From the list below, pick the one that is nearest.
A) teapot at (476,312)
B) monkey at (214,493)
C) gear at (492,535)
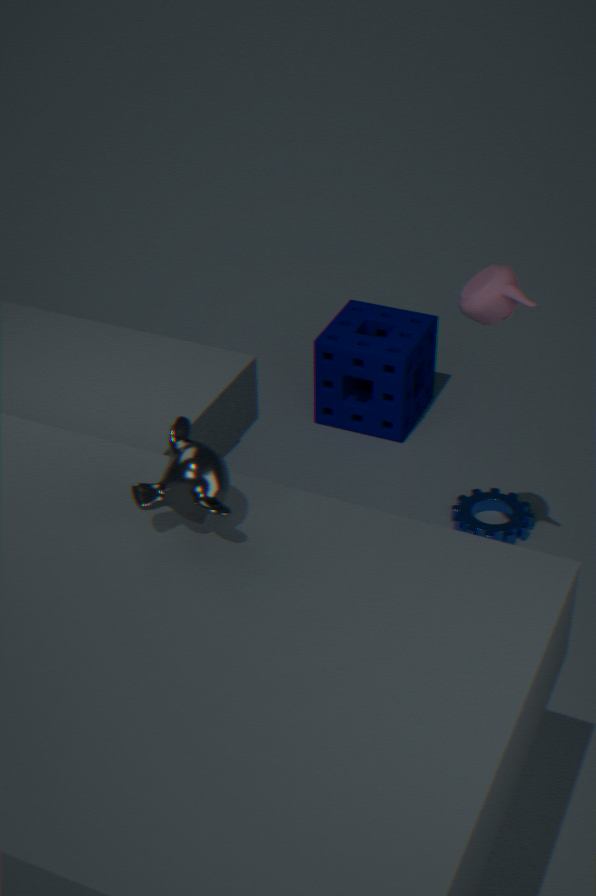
monkey at (214,493)
